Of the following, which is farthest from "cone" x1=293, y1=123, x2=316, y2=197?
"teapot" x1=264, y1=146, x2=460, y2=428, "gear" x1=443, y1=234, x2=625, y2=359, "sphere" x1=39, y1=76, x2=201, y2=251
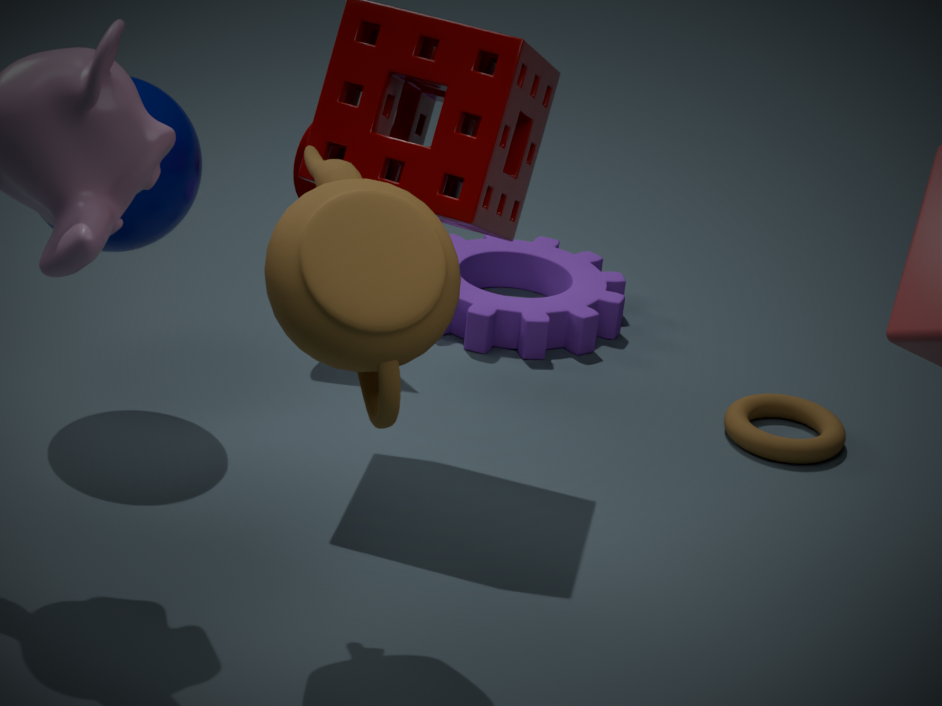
"teapot" x1=264, y1=146, x2=460, y2=428
